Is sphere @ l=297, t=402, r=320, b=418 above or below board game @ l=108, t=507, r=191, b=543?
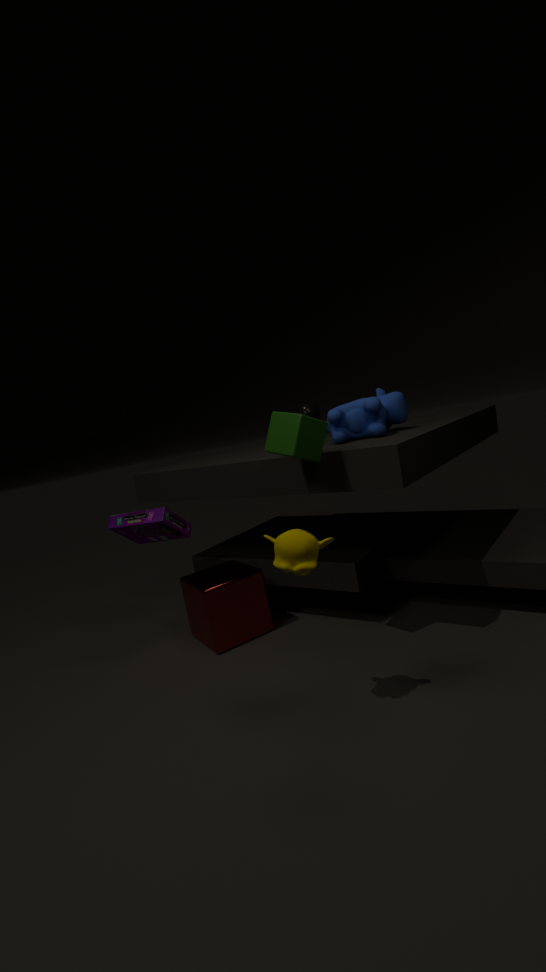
above
